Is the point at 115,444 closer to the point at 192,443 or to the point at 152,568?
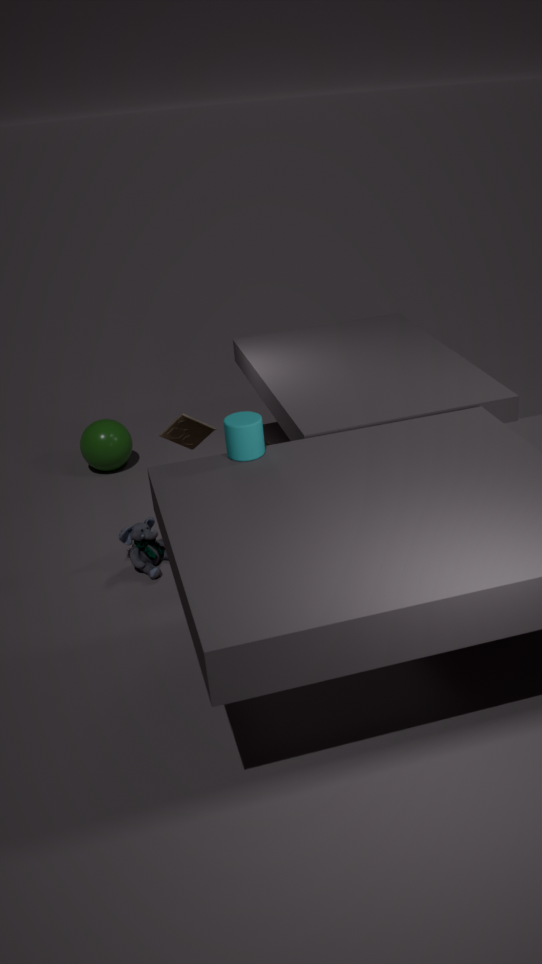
the point at 152,568
